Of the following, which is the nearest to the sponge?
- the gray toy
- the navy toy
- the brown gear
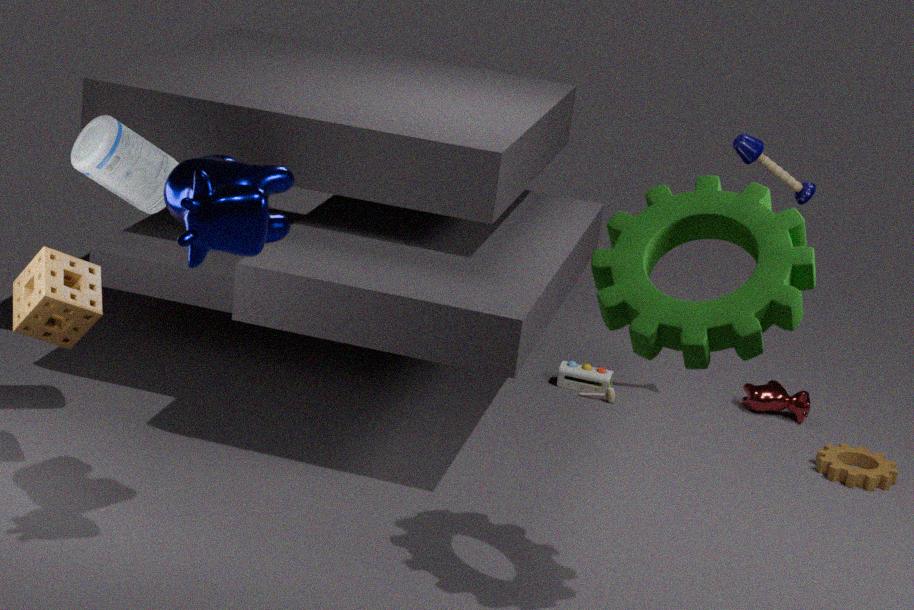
the gray toy
